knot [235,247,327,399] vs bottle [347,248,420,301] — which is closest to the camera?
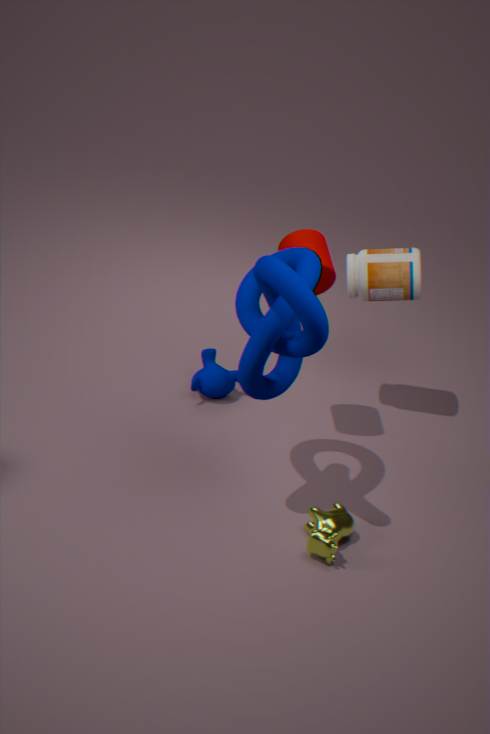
knot [235,247,327,399]
